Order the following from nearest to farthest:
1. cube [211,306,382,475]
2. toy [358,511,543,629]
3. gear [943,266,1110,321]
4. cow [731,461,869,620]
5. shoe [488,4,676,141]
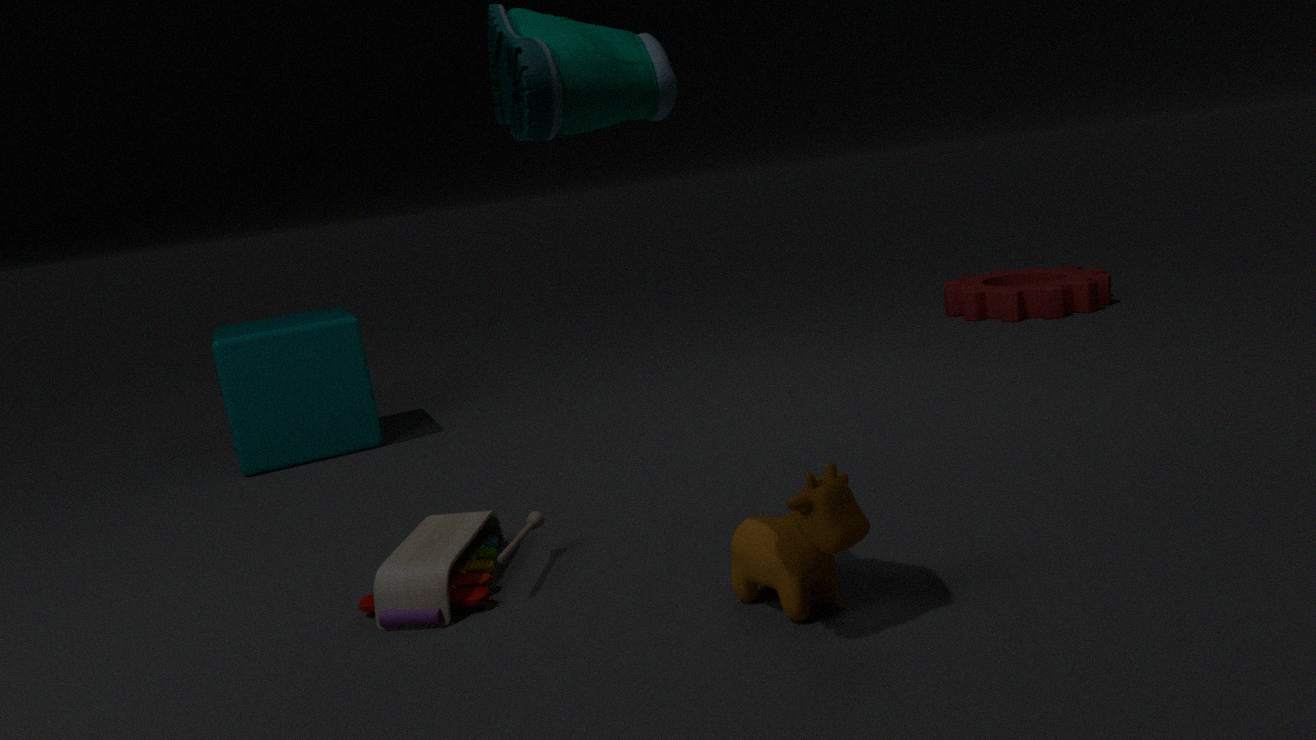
1. shoe [488,4,676,141]
2. cow [731,461,869,620]
3. toy [358,511,543,629]
4. cube [211,306,382,475]
5. gear [943,266,1110,321]
